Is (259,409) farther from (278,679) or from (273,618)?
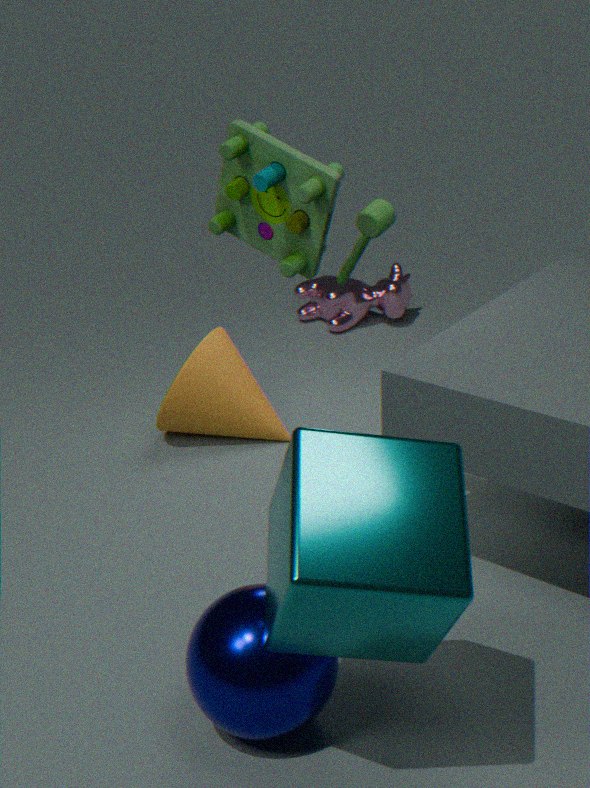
A: (273,618)
